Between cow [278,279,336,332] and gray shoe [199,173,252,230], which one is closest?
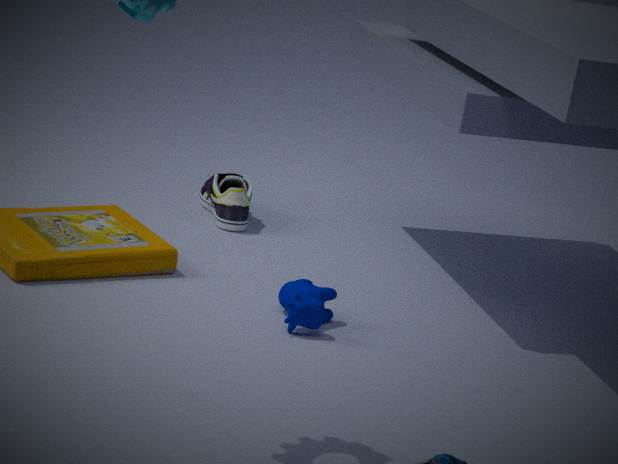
cow [278,279,336,332]
